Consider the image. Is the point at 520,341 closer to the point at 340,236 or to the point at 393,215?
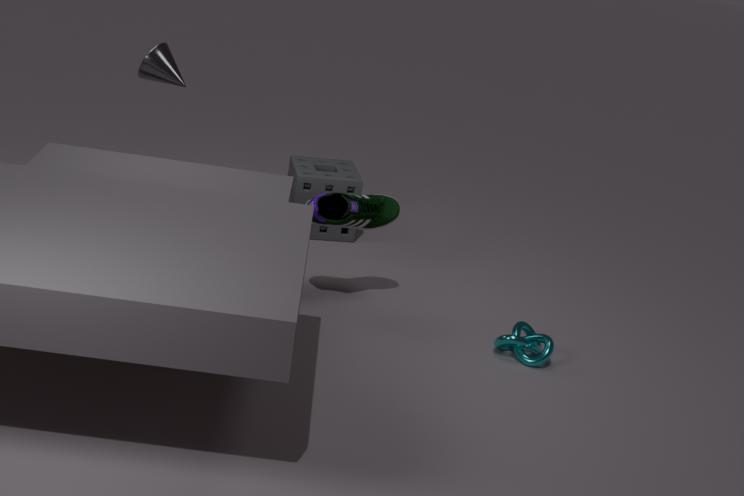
the point at 393,215
